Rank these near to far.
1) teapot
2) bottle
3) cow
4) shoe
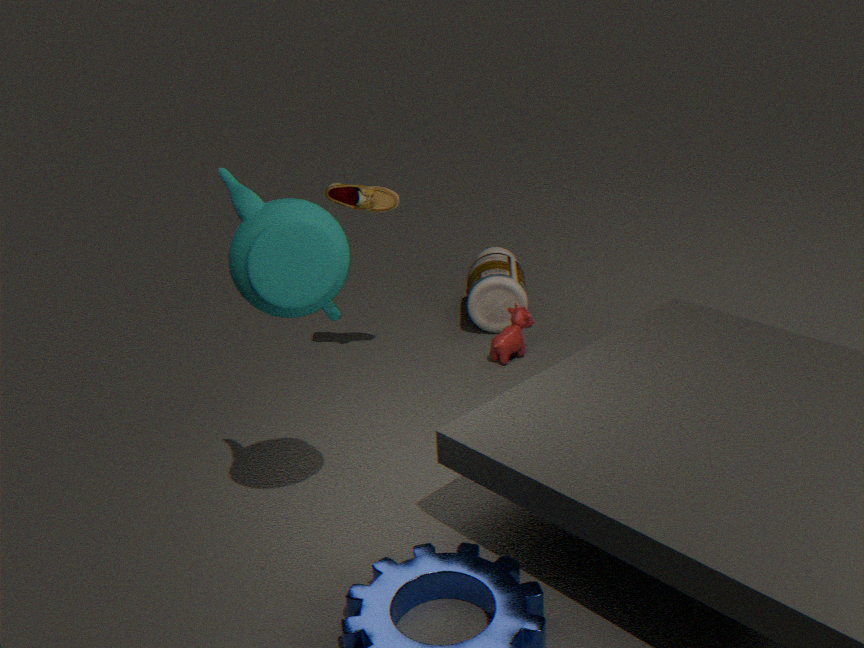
1. teapot → 4. shoe → 3. cow → 2. bottle
